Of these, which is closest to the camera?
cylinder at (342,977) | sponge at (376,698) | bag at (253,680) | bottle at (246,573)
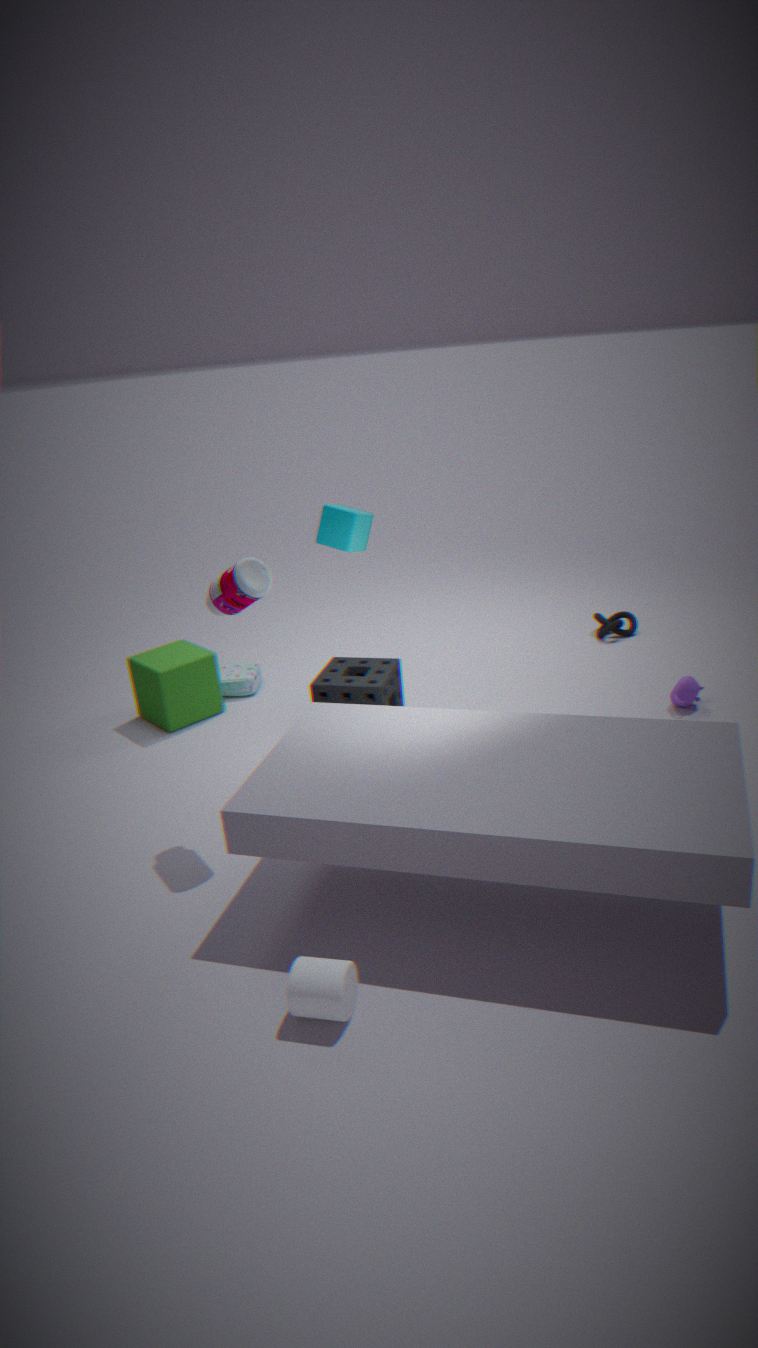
cylinder at (342,977)
